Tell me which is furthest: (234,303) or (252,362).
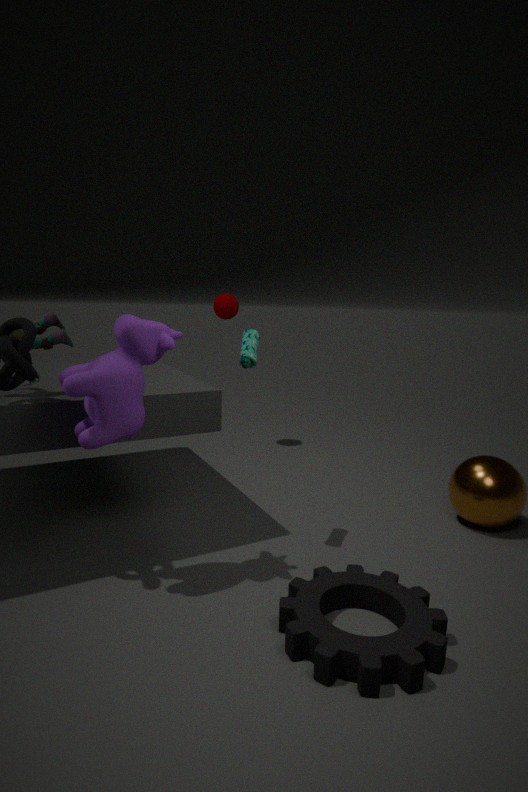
(234,303)
